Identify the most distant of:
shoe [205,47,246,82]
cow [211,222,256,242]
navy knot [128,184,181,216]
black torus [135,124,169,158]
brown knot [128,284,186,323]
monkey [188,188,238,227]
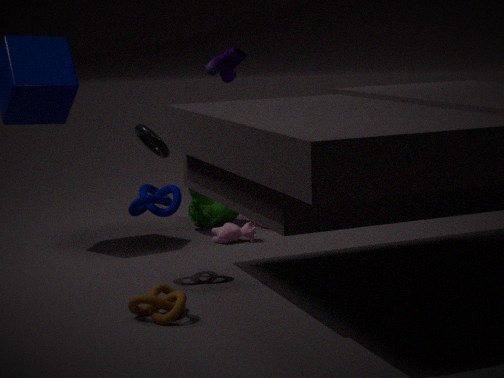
monkey [188,188,238,227]
